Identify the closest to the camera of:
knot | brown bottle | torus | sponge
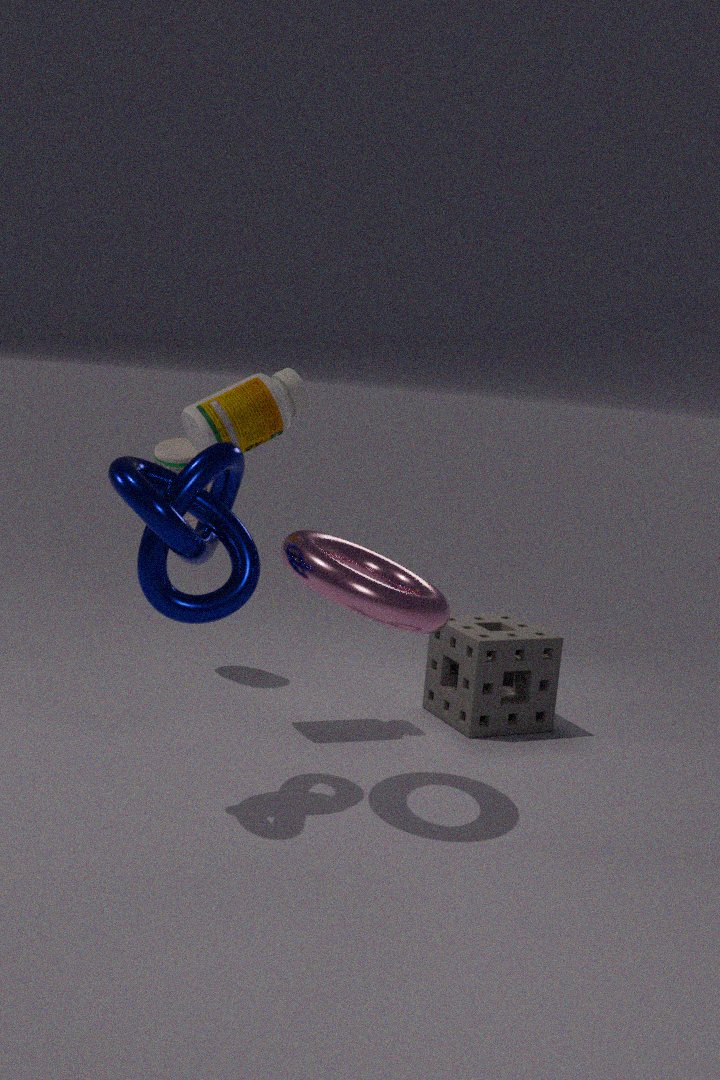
knot
